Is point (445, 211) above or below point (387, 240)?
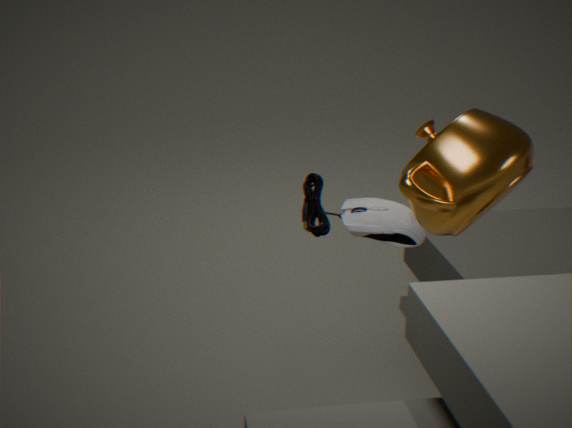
above
